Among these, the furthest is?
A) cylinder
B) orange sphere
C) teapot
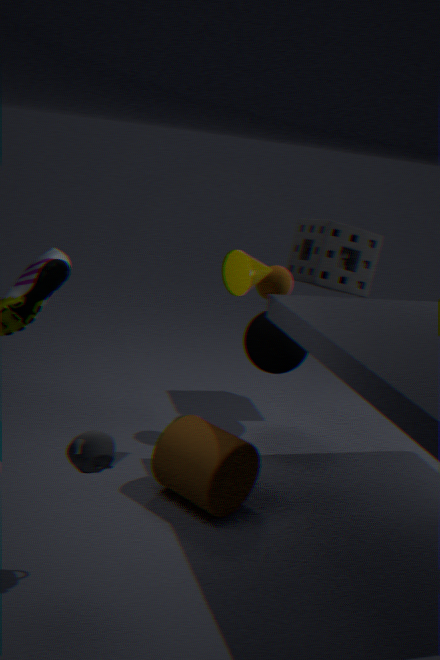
orange sphere
